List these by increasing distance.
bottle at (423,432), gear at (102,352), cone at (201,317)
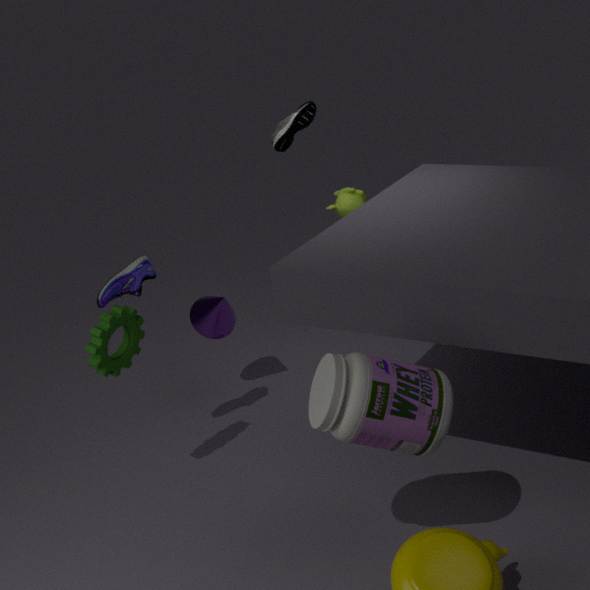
bottle at (423,432) < gear at (102,352) < cone at (201,317)
